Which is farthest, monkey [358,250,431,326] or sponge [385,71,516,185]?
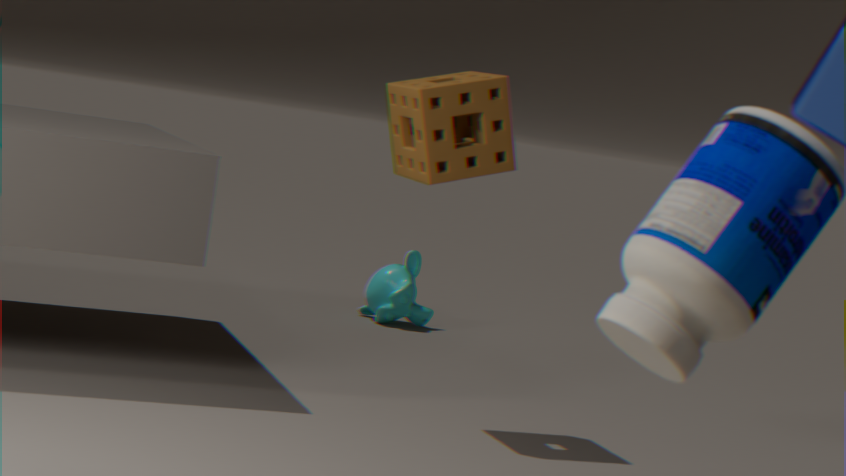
monkey [358,250,431,326]
